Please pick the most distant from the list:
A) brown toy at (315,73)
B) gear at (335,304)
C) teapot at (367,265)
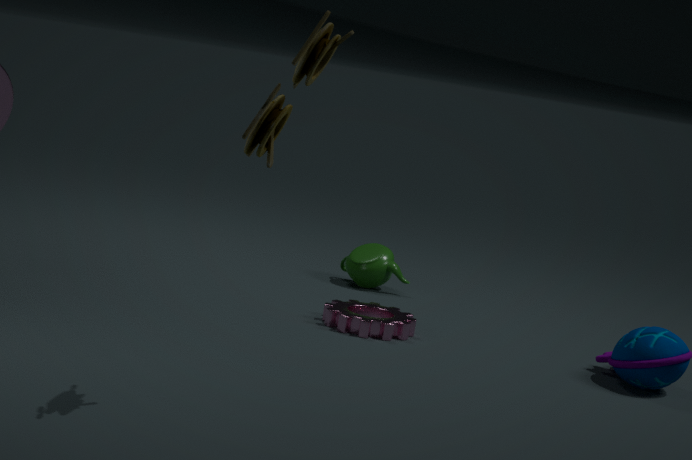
teapot at (367,265)
